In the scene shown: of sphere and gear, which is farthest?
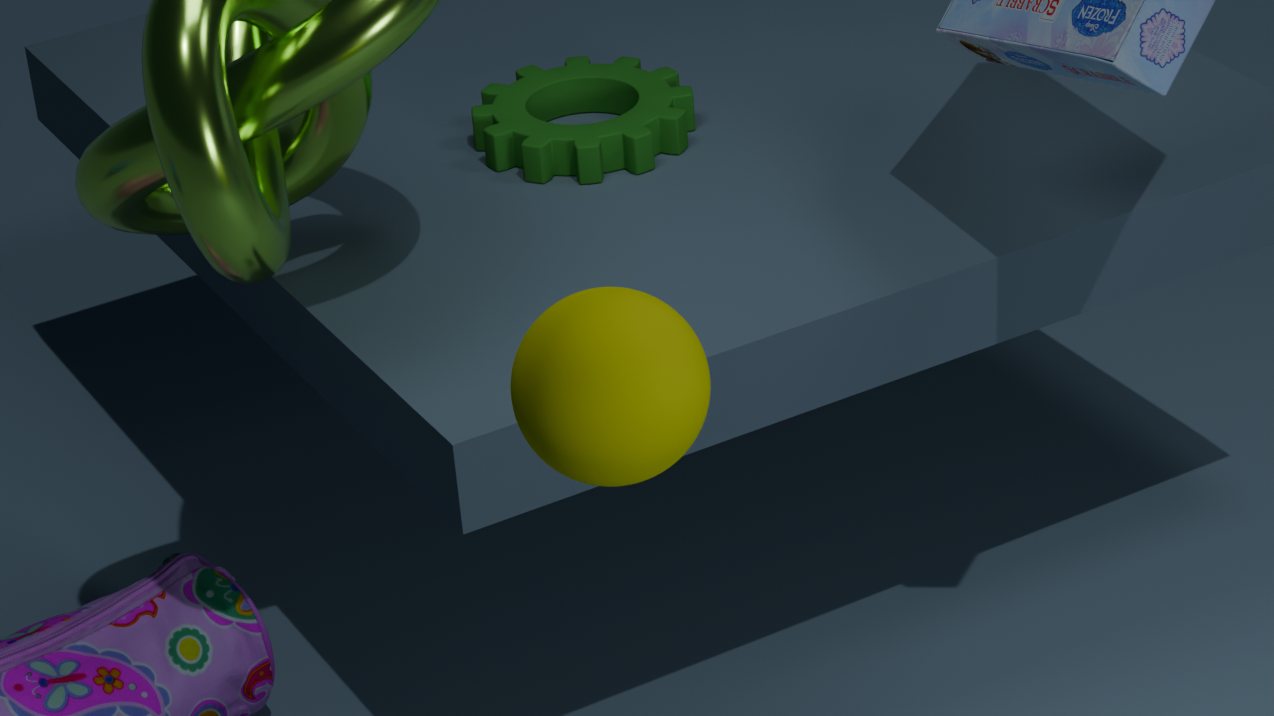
gear
